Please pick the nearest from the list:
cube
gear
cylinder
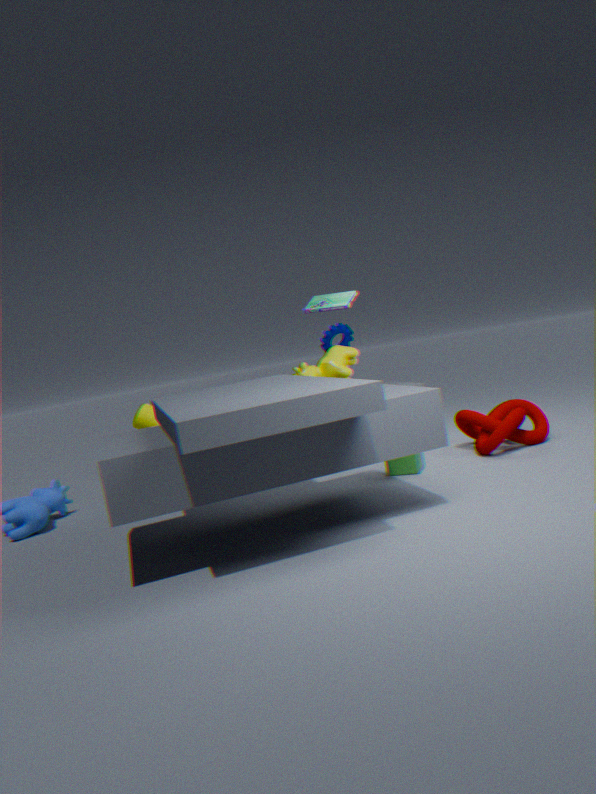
cube
